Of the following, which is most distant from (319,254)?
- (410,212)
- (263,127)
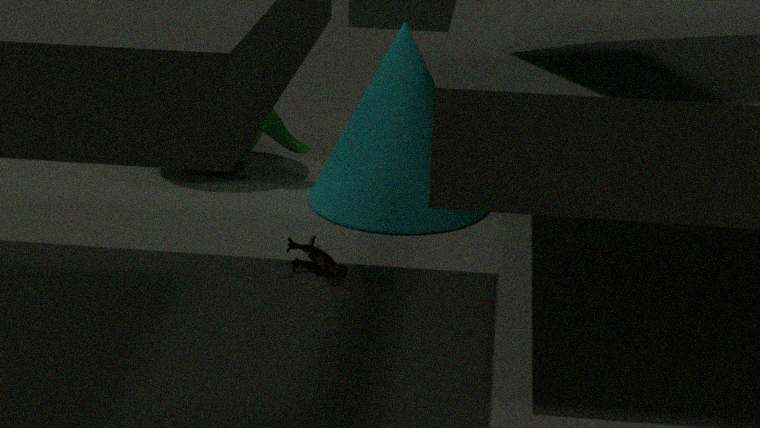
(263,127)
